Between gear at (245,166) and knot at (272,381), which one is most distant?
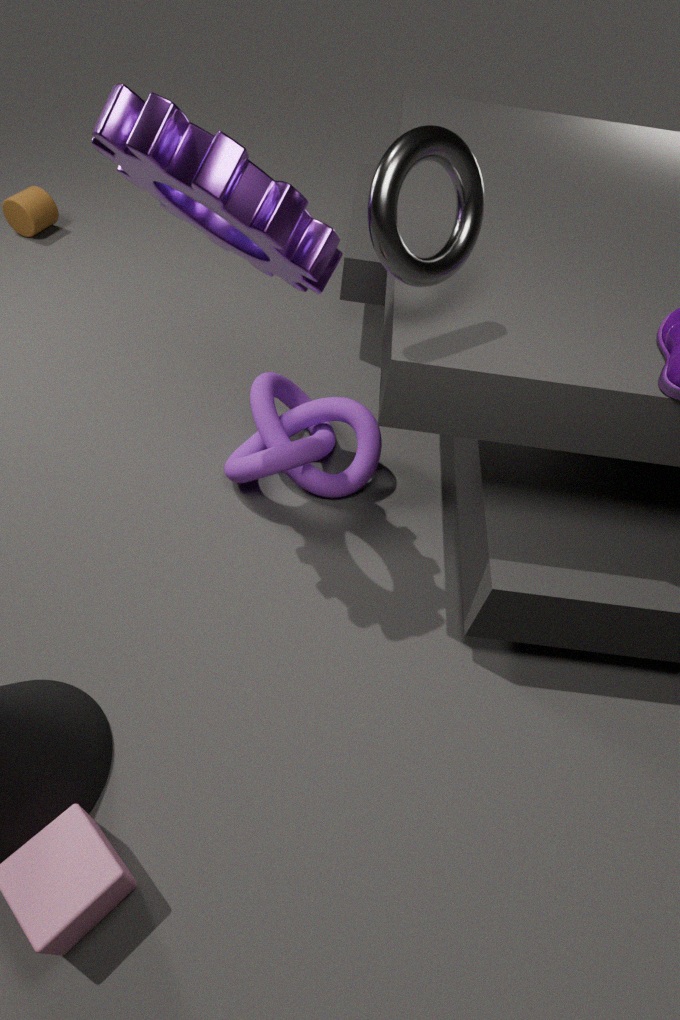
knot at (272,381)
